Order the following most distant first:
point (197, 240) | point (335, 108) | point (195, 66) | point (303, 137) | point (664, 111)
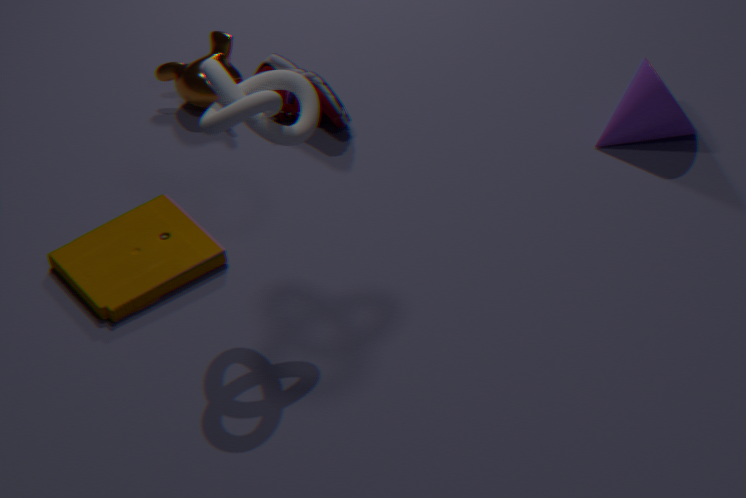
point (195, 66), point (335, 108), point (664, 111), point (197, 240), point (303, 137)
